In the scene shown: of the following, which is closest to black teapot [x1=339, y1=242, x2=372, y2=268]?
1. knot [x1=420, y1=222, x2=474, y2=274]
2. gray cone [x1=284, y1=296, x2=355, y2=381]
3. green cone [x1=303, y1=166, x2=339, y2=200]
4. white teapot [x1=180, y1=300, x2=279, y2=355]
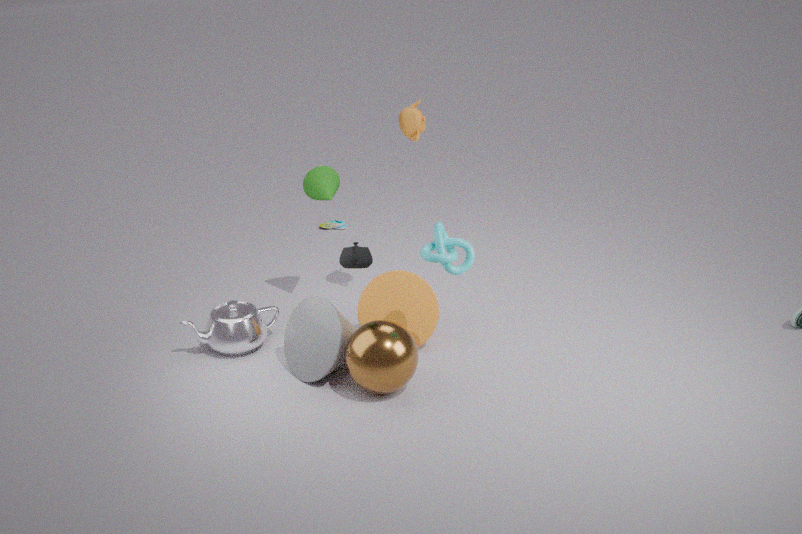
gray cone [x1=284, y1=296, x2=355, y2=381]
